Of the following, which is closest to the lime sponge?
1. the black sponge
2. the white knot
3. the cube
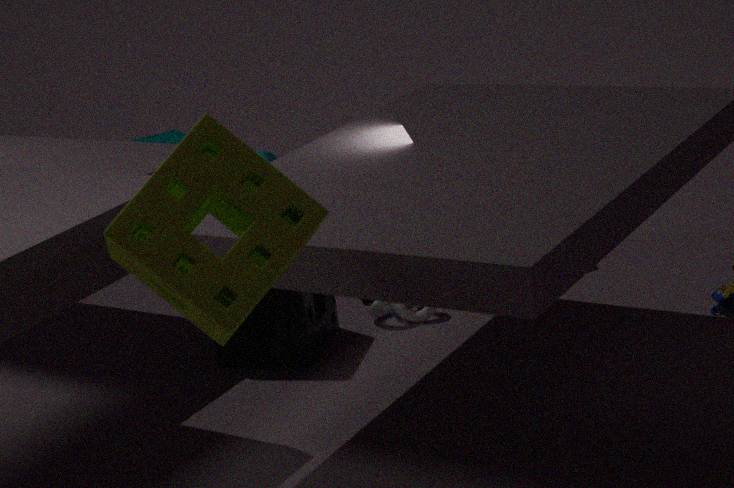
the black sponge
